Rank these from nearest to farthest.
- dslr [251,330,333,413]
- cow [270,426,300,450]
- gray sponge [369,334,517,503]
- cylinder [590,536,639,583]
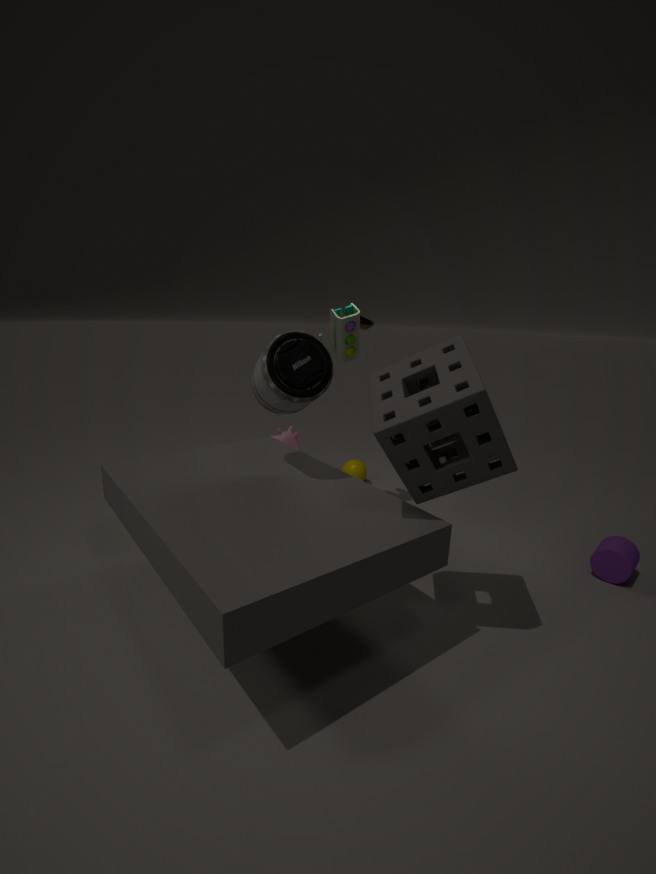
gray sponge [369,334,517,503] < dslr [251,330,333,413] < cylinder [590,536,639,583] < cow [270,426,300,450]
